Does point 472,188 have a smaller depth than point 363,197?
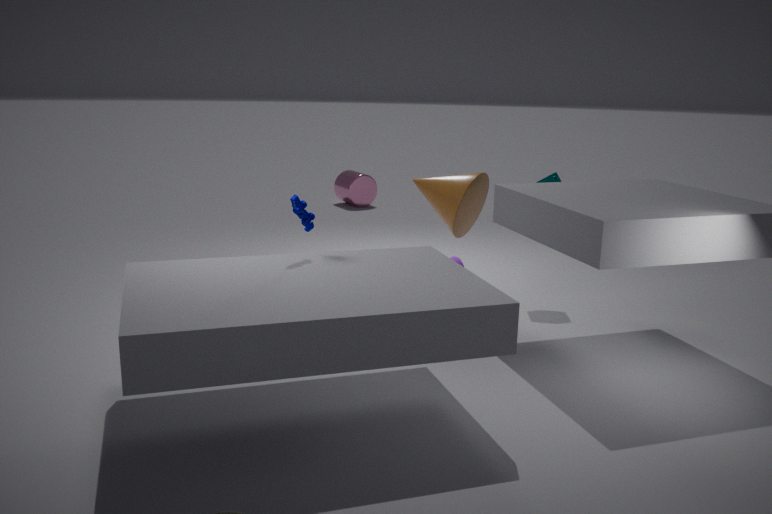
Yes
